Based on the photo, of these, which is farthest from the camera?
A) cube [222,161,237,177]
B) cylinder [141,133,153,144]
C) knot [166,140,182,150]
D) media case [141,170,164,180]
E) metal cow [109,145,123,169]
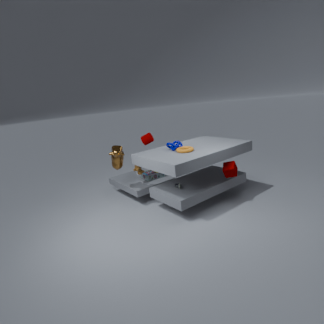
media case [141,170,164,180]
